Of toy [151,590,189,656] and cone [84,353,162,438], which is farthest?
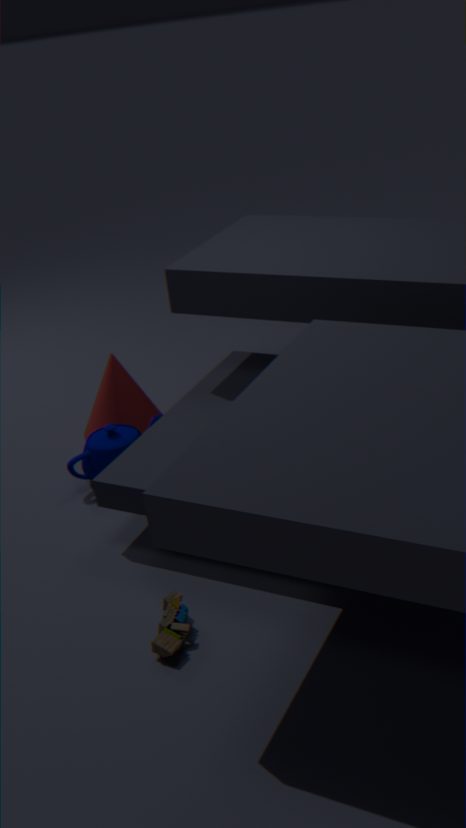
cone [84,353,162,438]
